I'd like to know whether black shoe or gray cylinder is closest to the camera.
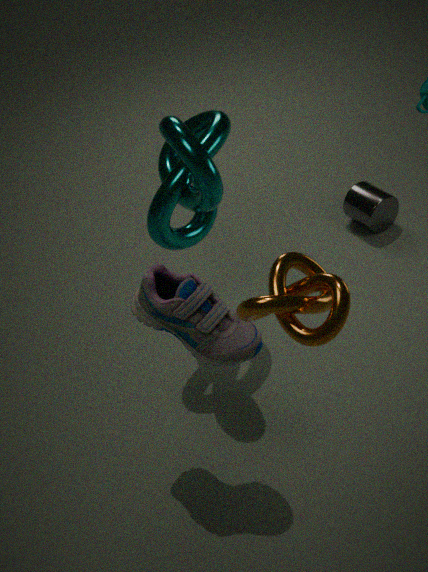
black shoe
